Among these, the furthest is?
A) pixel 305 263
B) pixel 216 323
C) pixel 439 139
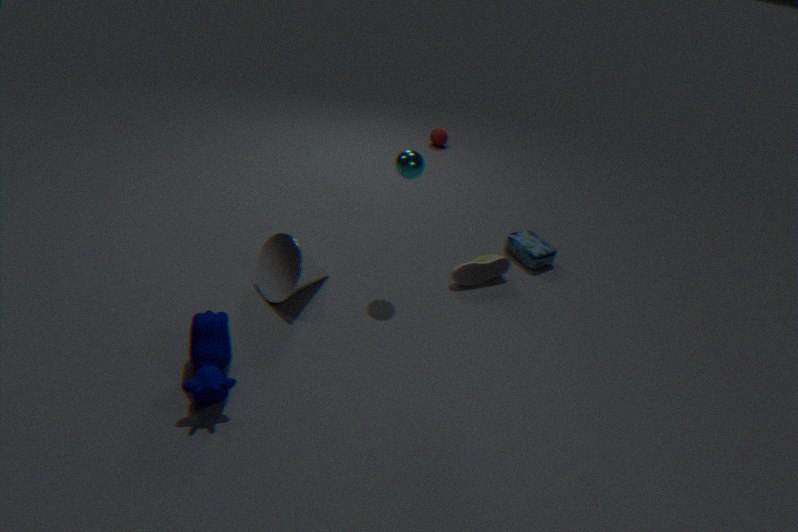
pixel 439 139
